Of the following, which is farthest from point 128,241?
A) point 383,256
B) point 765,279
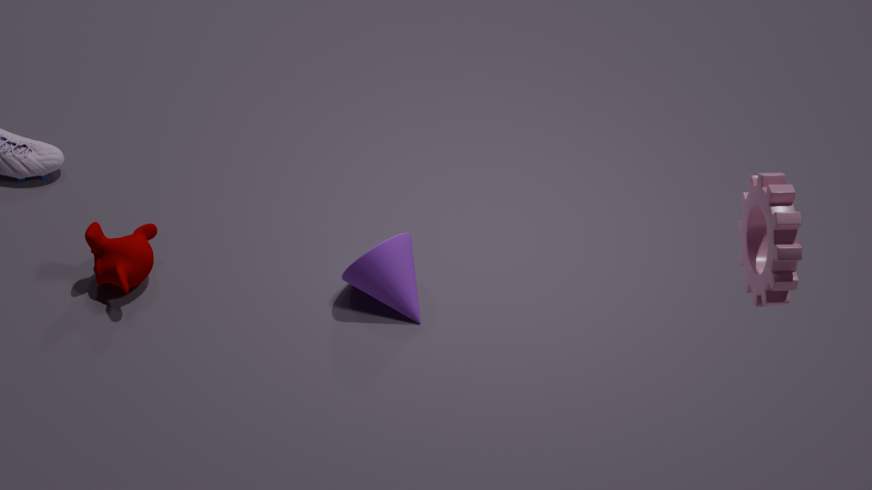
point 765,279
